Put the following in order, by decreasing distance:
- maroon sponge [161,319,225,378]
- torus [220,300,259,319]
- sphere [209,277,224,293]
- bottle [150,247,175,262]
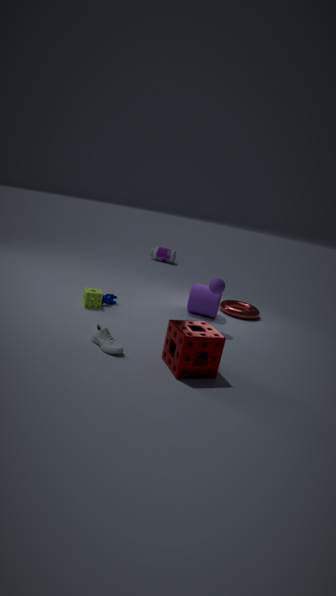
bottle [150,247,175,262] → torus [220,300,259,319] → sphere [209,277,224,293] → maroon sponge [161,319,225,378]
